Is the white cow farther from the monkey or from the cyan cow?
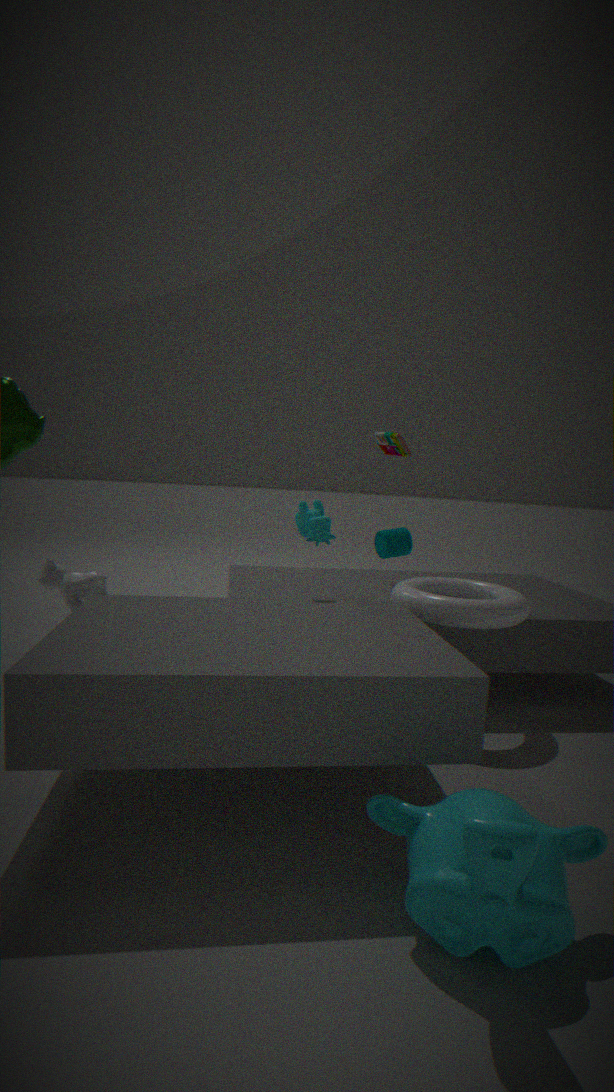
the monkey
